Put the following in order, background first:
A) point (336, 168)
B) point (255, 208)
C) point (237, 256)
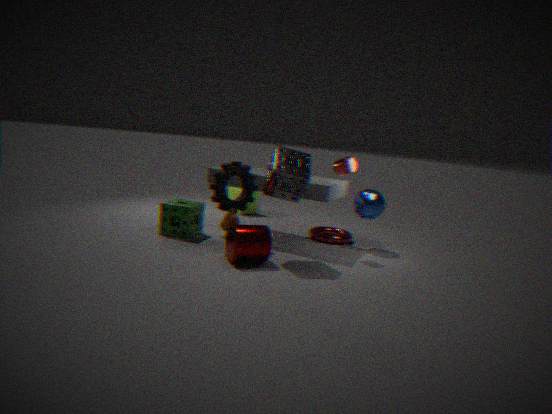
point (255, 208) → point (336, 168) → point (237, 256)
